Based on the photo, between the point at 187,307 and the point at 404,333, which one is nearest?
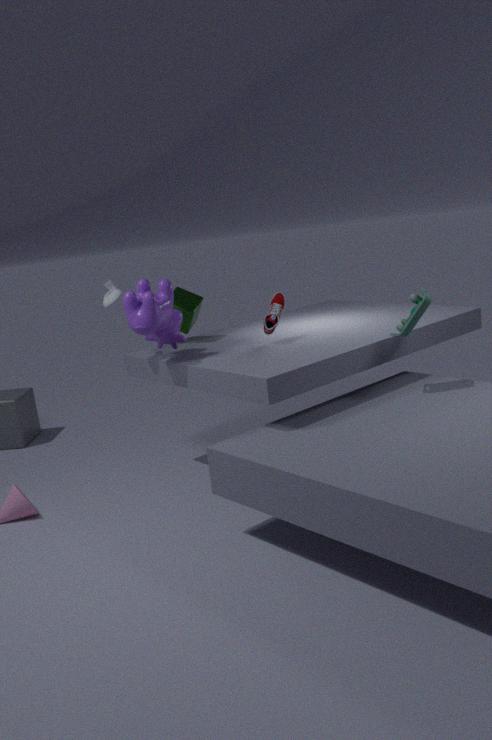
the point at 404,333
